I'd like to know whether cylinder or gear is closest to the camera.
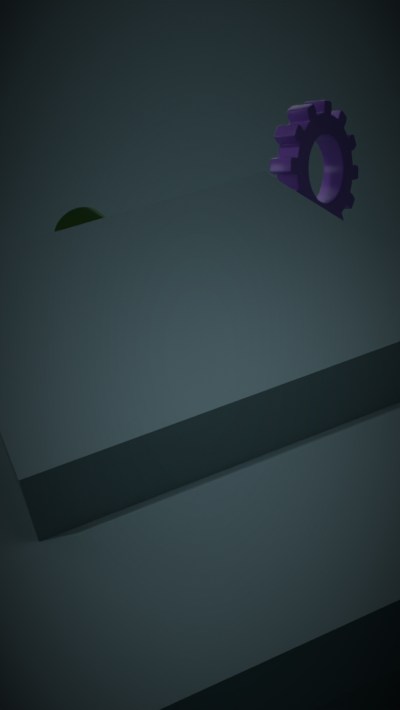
gear
